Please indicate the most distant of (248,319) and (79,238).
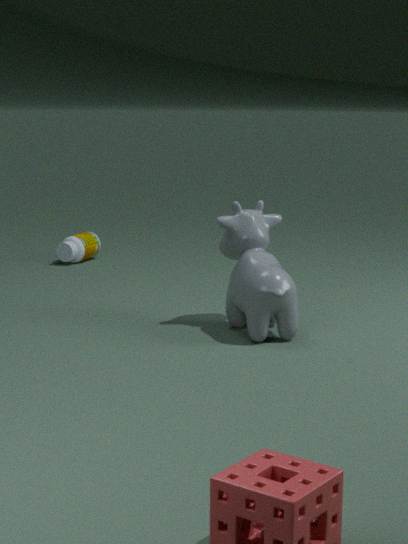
(79,238)
